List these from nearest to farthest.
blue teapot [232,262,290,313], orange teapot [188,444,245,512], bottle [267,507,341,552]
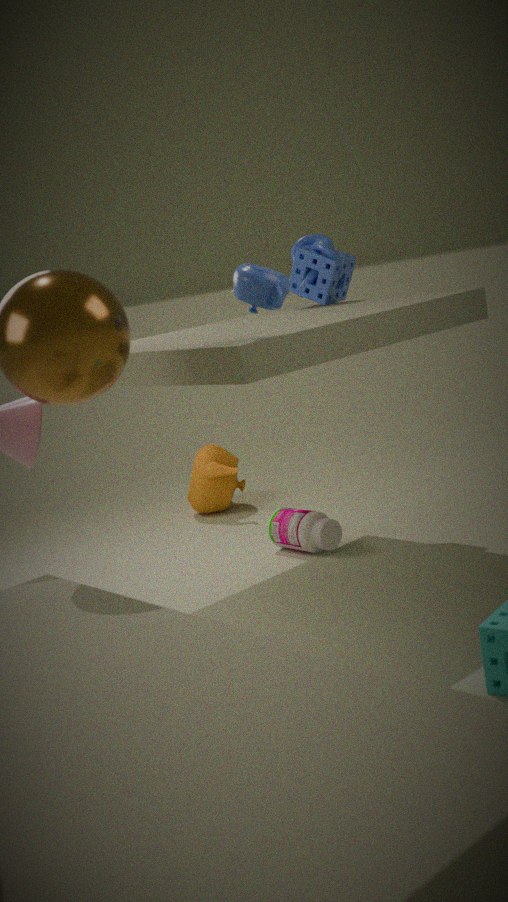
blue teapot [232,262,290,313], bottle [267,507,341,552], orange teapot [188,444,245,512]
